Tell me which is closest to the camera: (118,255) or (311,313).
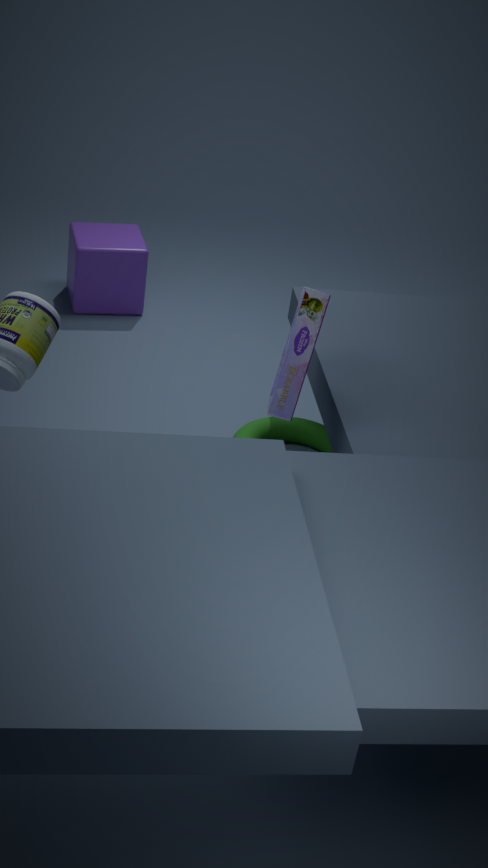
(311,313)
